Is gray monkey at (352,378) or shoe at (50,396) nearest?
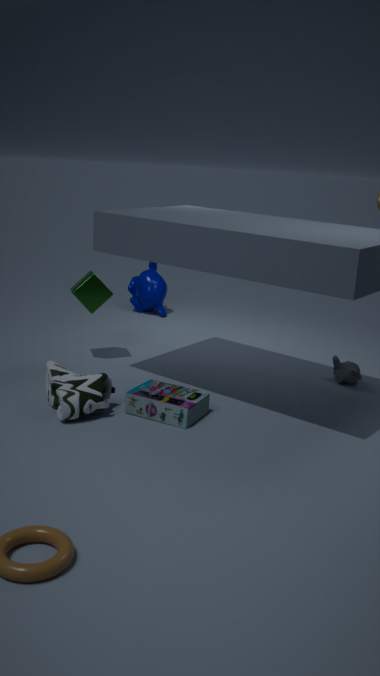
shoe at (50,396)
